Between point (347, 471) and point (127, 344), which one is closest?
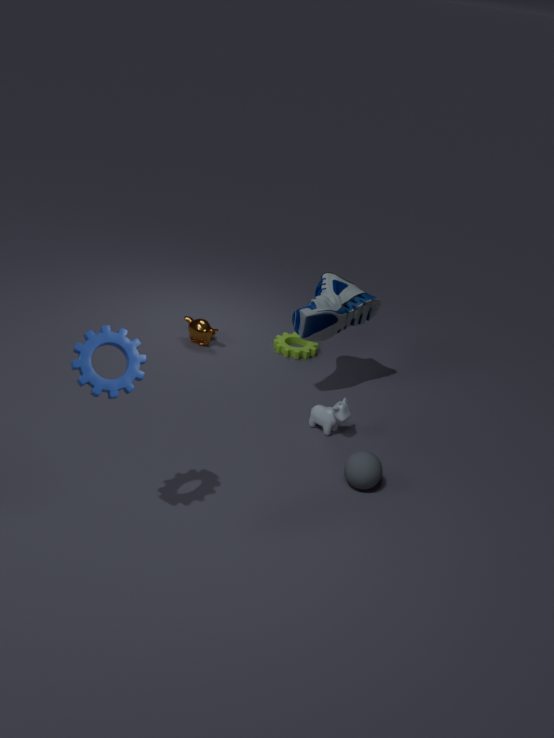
point (127, 344)
